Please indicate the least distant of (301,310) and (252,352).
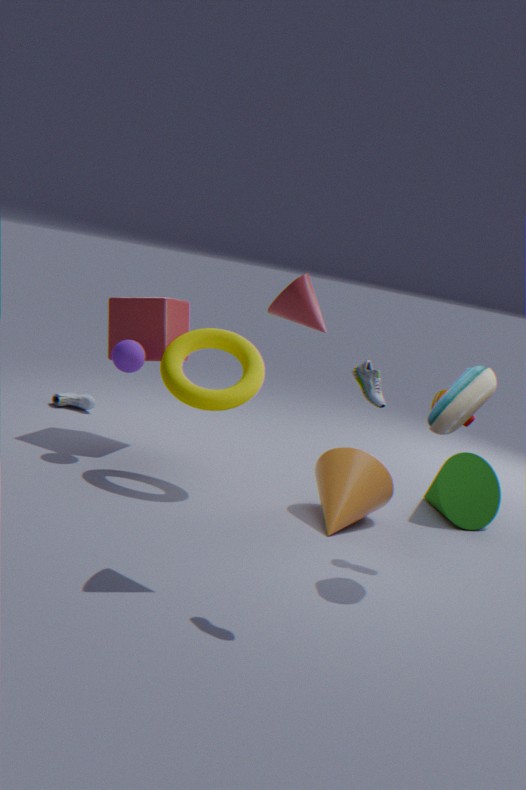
(301,310)
